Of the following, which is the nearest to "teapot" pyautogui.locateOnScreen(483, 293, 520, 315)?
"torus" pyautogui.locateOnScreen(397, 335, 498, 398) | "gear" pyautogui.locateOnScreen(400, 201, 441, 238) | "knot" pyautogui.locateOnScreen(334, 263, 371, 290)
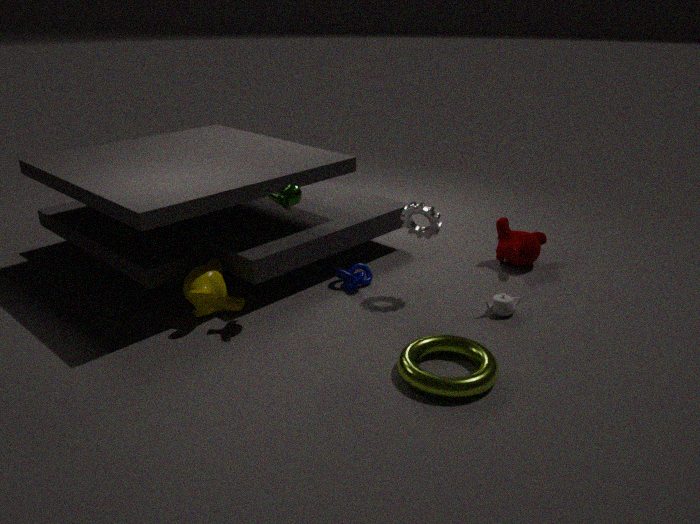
"torus" pyautogui.locateOnScreen(397, 335, 498, 398)
